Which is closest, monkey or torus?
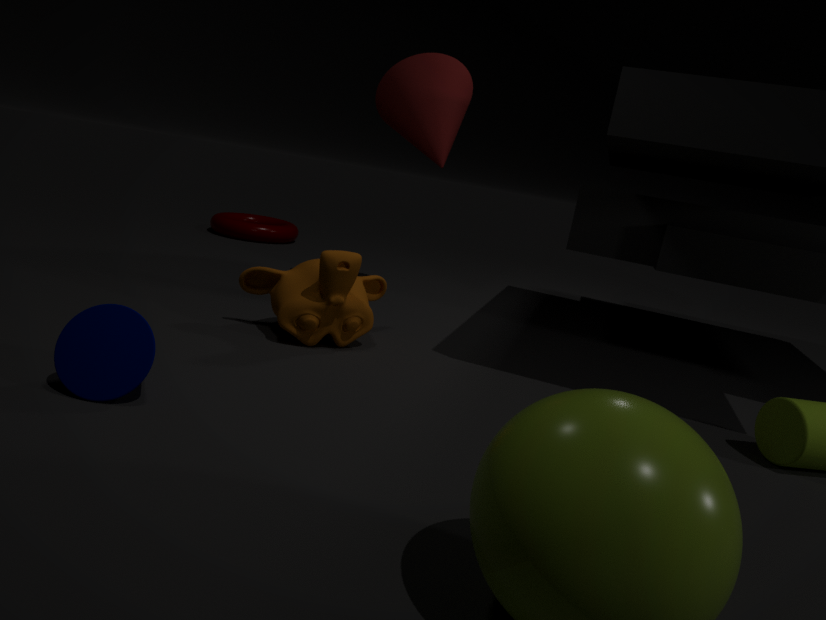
monkey
